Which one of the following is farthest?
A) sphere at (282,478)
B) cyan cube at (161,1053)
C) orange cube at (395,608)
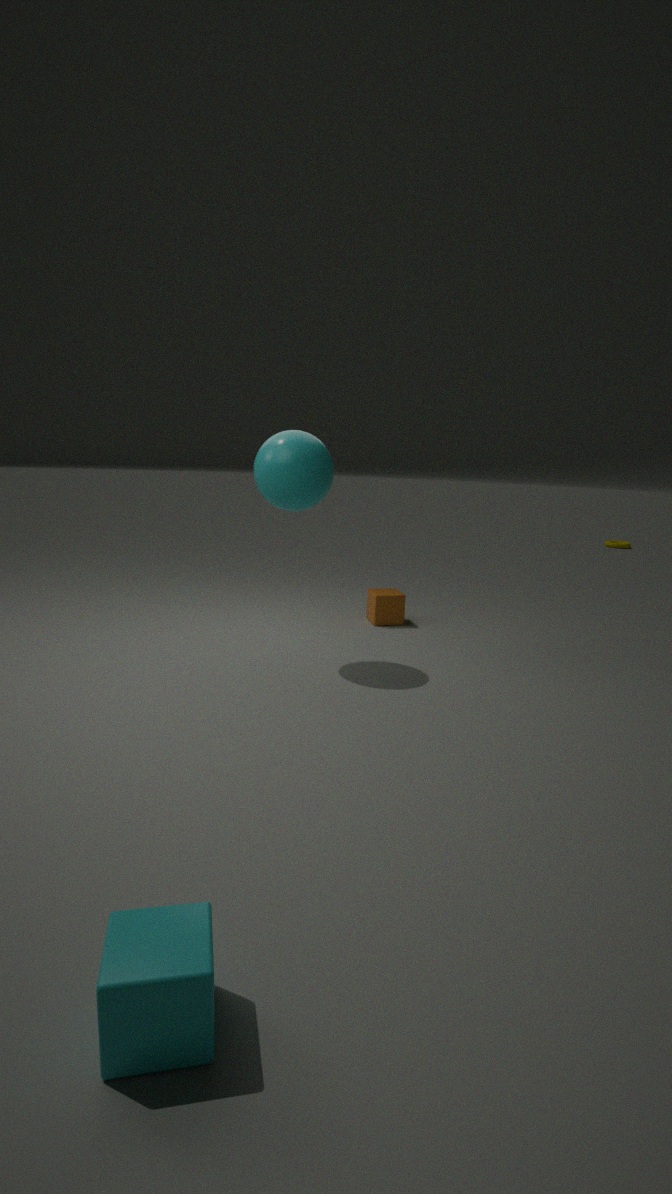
orange cube at (395,608)
